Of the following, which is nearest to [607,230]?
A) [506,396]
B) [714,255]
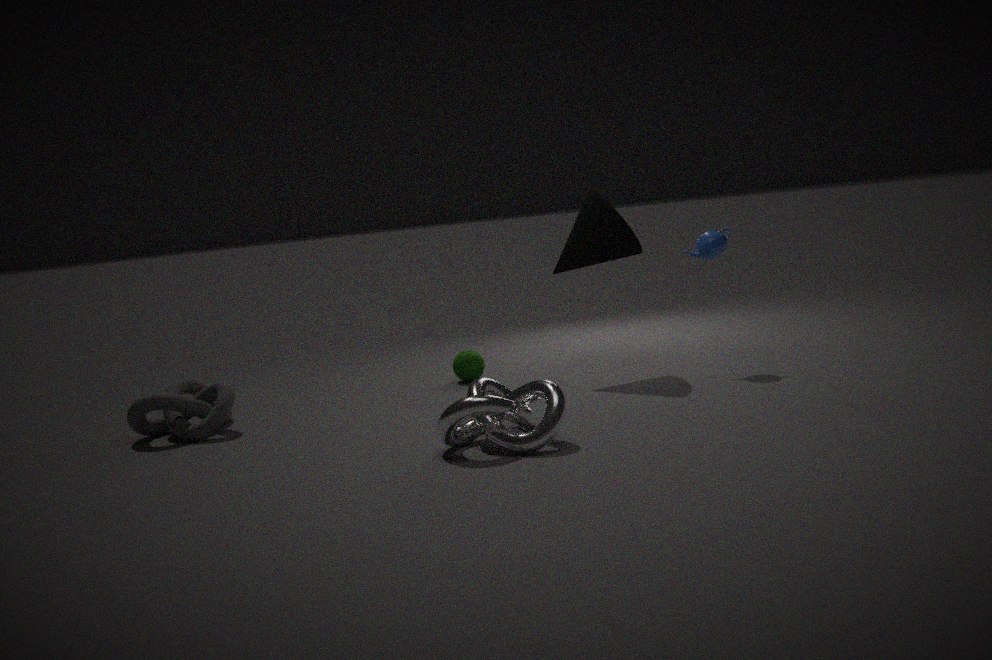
[714,255]
